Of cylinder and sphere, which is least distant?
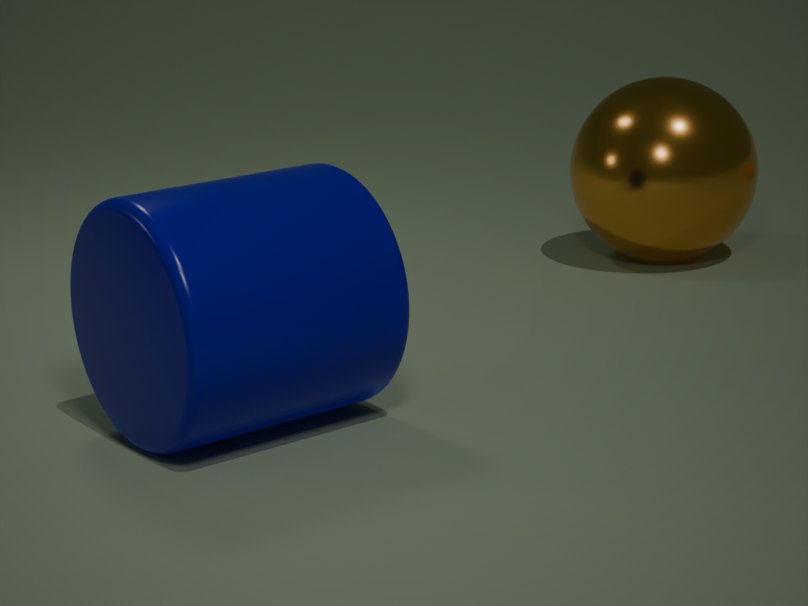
cylinder
